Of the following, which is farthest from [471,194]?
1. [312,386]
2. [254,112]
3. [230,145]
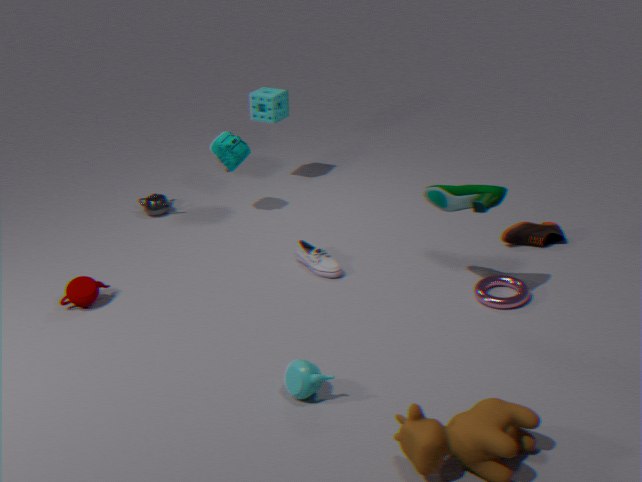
[254,112]
